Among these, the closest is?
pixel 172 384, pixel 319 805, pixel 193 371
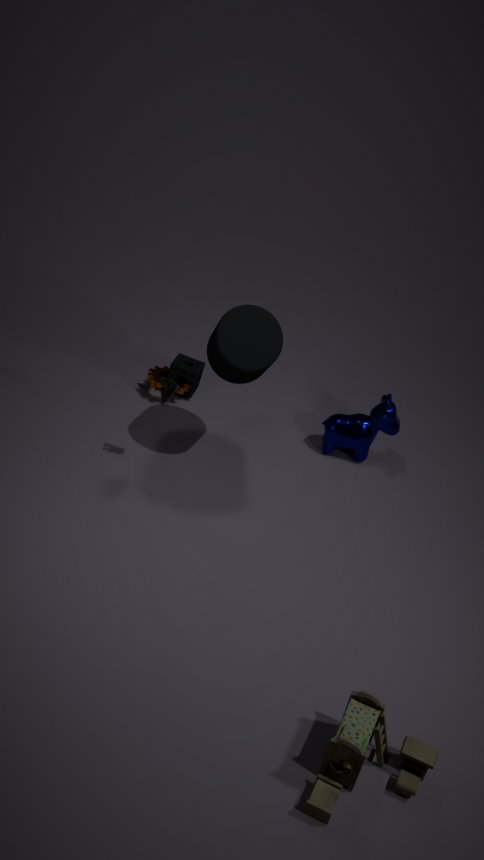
pixel 319 805
